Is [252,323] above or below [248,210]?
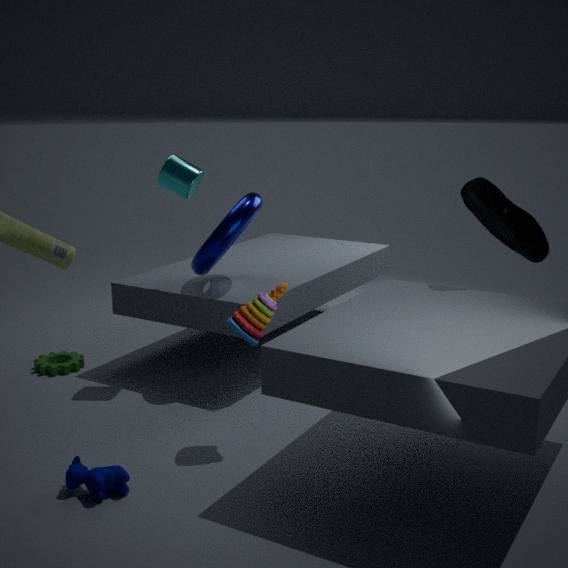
below
